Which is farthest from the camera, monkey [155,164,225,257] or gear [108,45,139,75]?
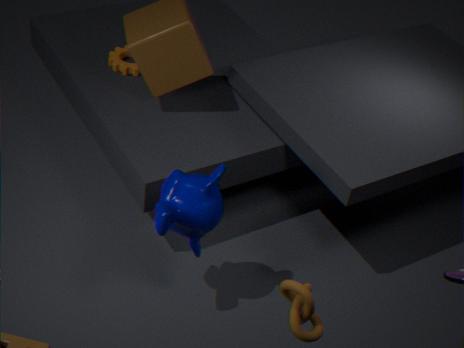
gear [108,45,139,75]
